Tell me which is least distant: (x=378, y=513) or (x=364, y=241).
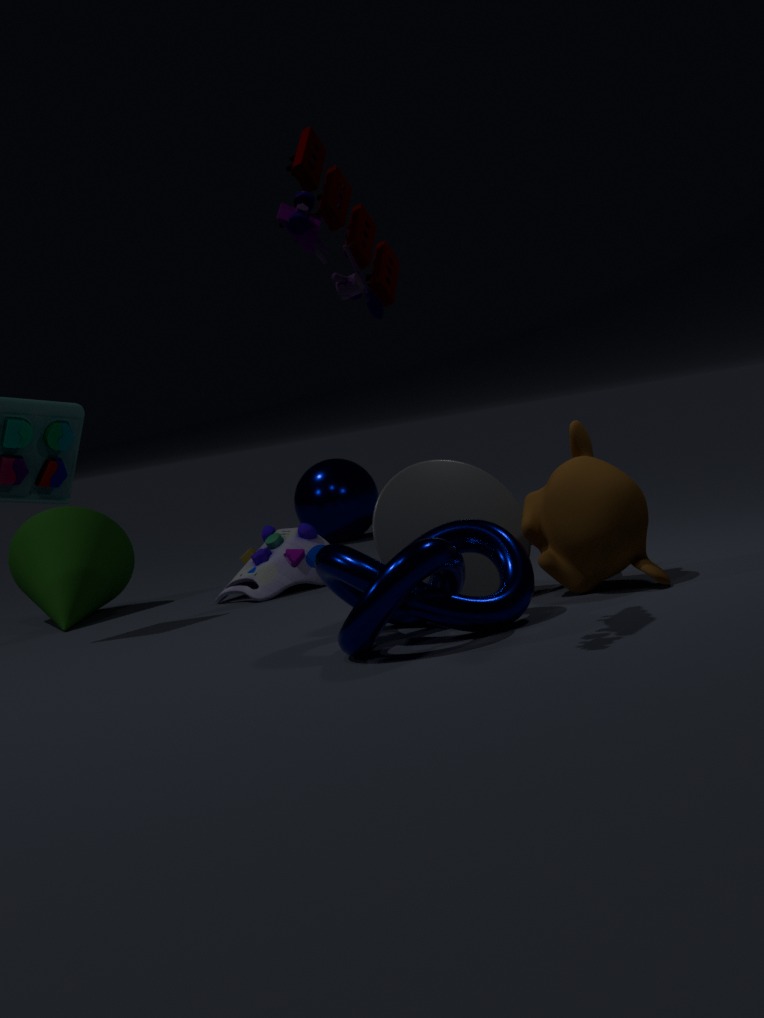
(x=364, y=241)
